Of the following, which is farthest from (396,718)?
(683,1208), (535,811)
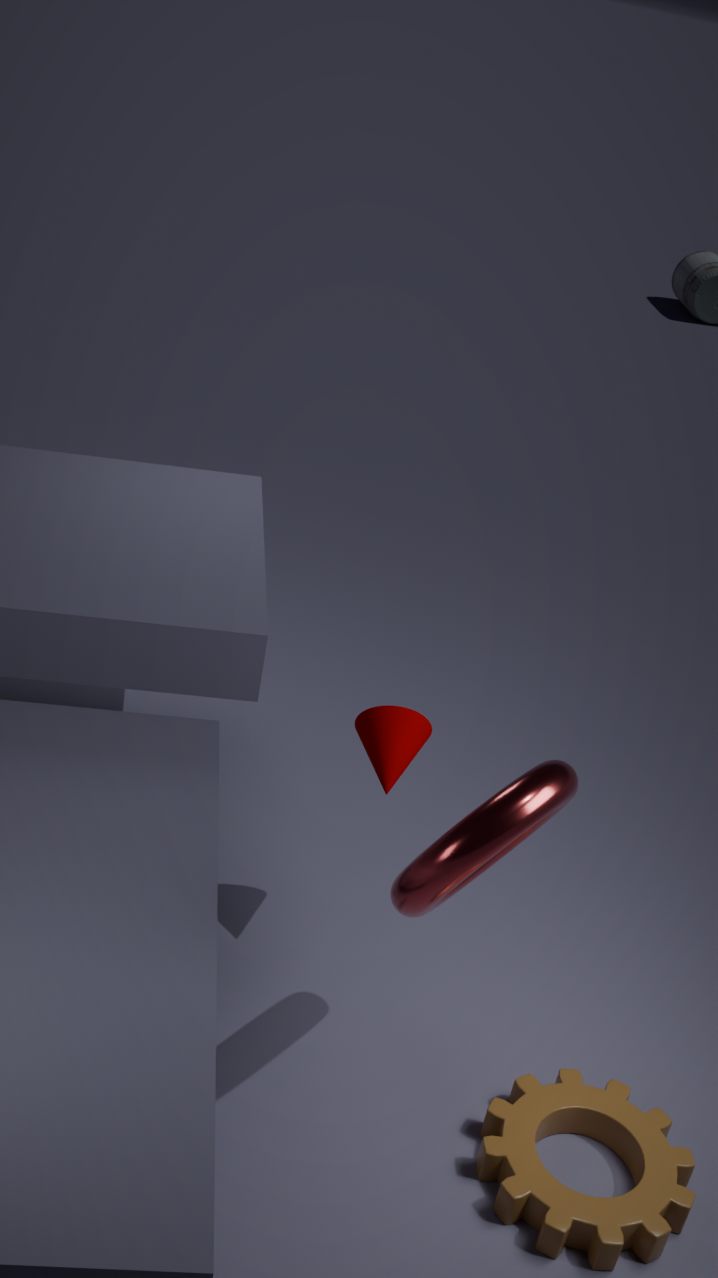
(683,1208)
